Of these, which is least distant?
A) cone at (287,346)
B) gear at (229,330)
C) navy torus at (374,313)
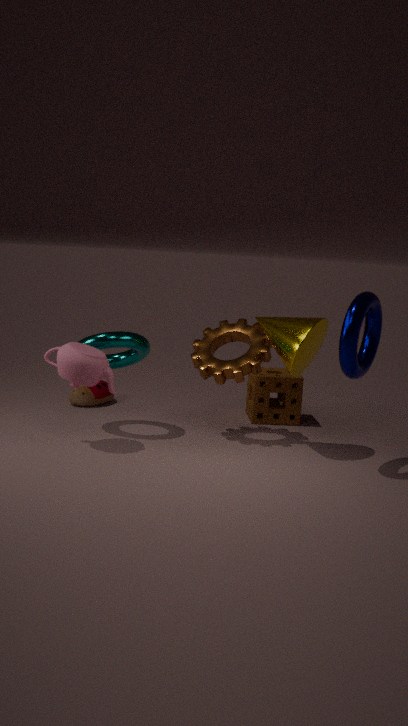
navy torus at (374,313)
